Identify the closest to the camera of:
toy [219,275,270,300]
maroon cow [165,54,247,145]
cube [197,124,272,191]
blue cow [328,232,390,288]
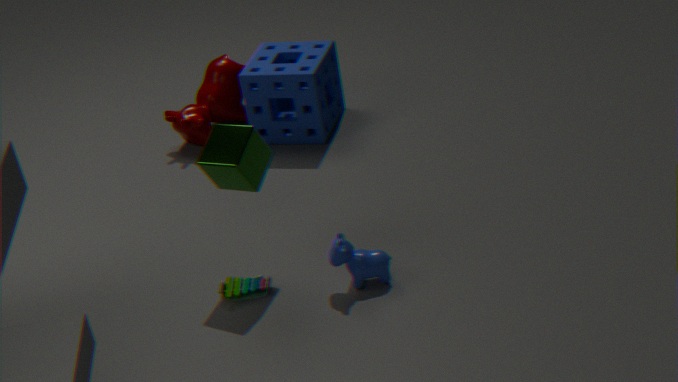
cube [197,124,272,191]
